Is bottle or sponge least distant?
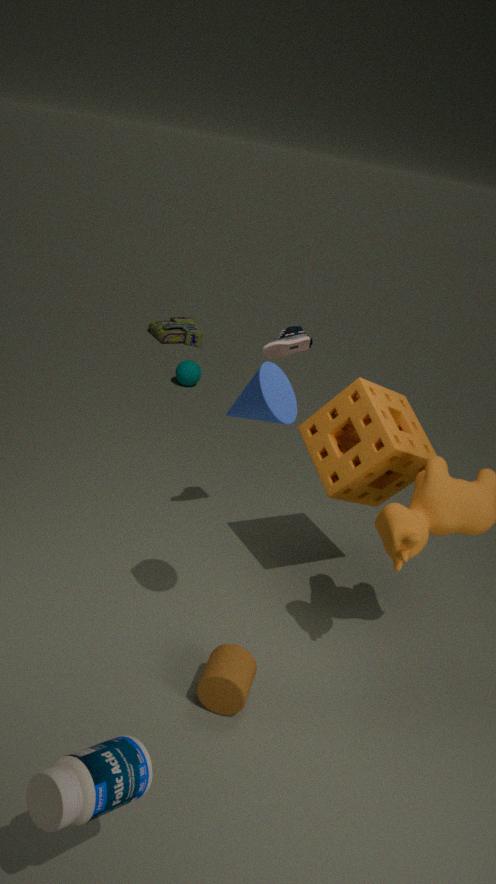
bottle
